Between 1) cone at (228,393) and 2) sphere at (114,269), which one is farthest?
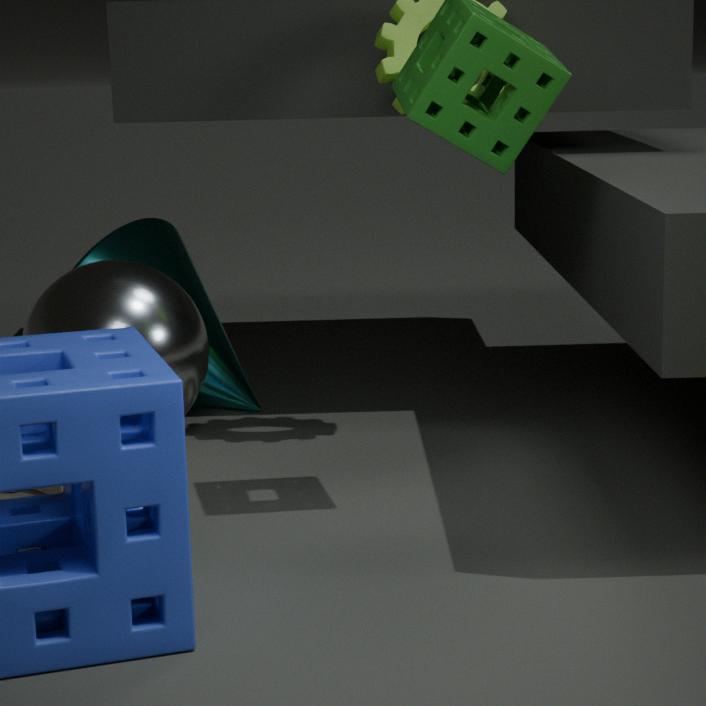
1. cone at (228,393)
